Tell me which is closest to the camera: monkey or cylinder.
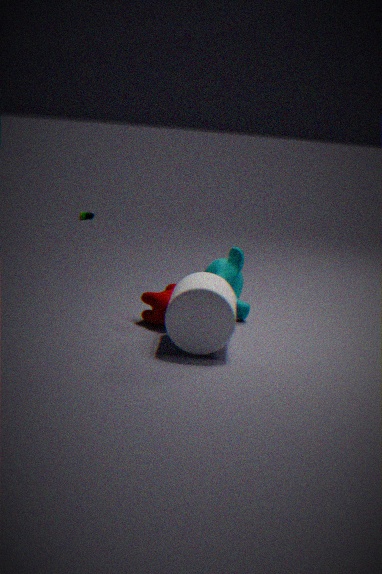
cylinder
